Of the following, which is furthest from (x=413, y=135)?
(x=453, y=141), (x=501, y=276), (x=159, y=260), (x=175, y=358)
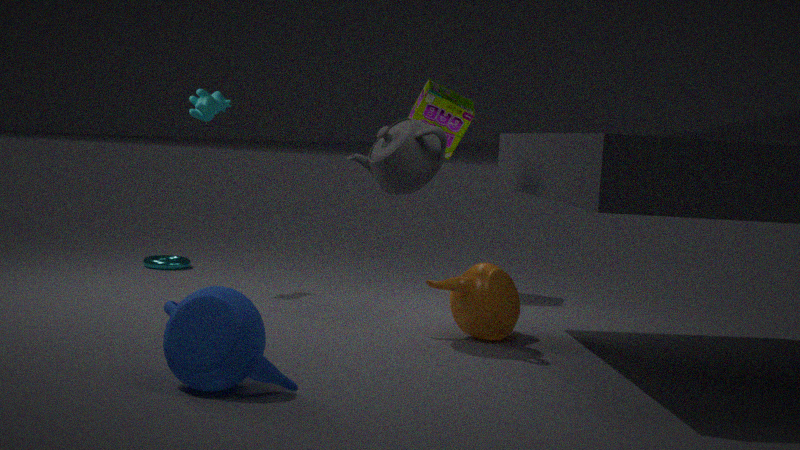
(x=159, y=260)
